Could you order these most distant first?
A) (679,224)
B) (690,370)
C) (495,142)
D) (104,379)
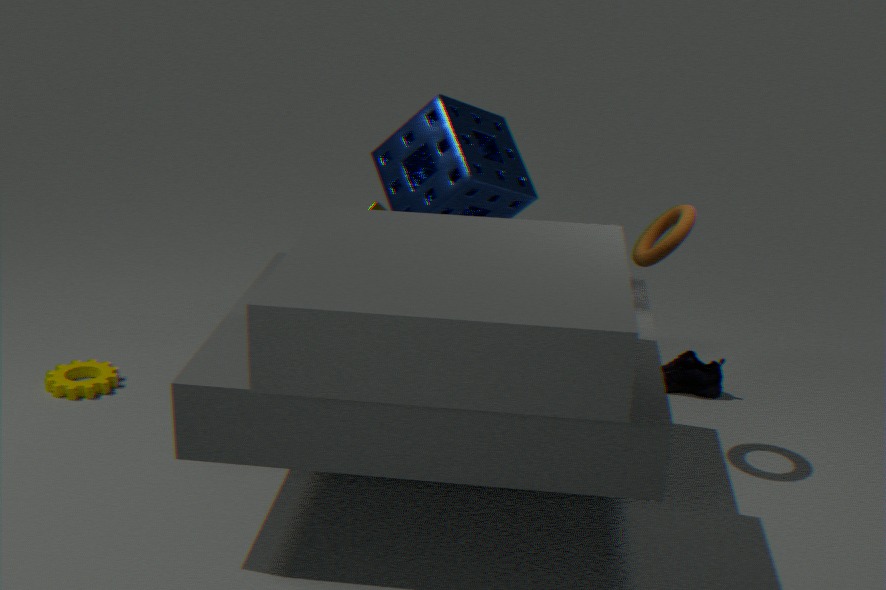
B. (690,370)
D. (104,379)
C. (495,142)
A. (679,224)
